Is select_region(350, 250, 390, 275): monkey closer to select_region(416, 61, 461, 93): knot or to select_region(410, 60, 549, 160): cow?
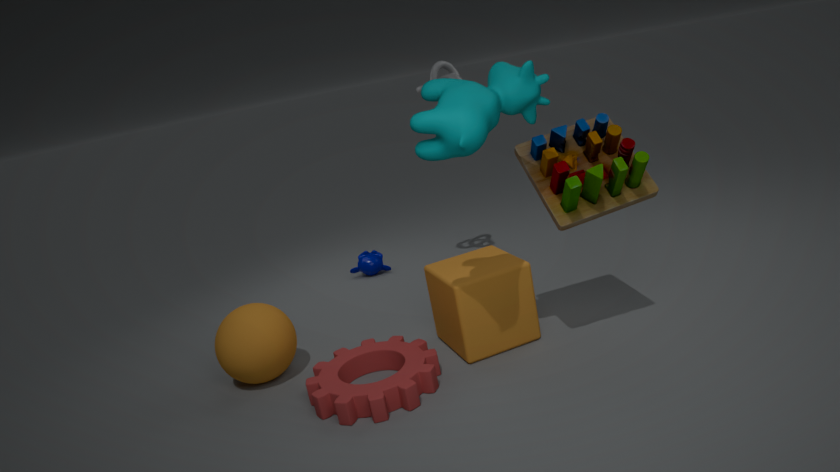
select_region(416, 61, 461, 93): knot
